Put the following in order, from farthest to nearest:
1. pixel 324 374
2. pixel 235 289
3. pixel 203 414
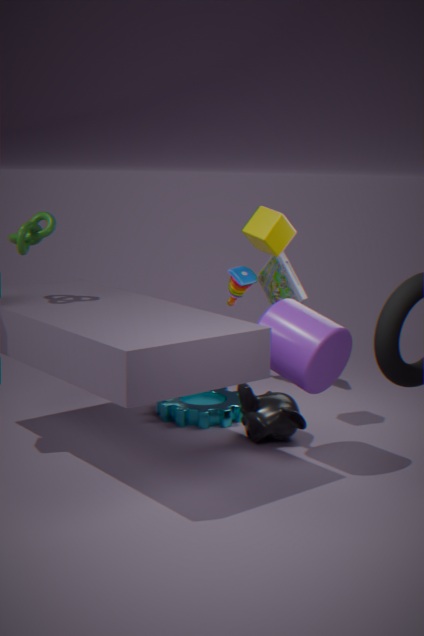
pixel 235 289, pixel 203 414, pixel 324 374
